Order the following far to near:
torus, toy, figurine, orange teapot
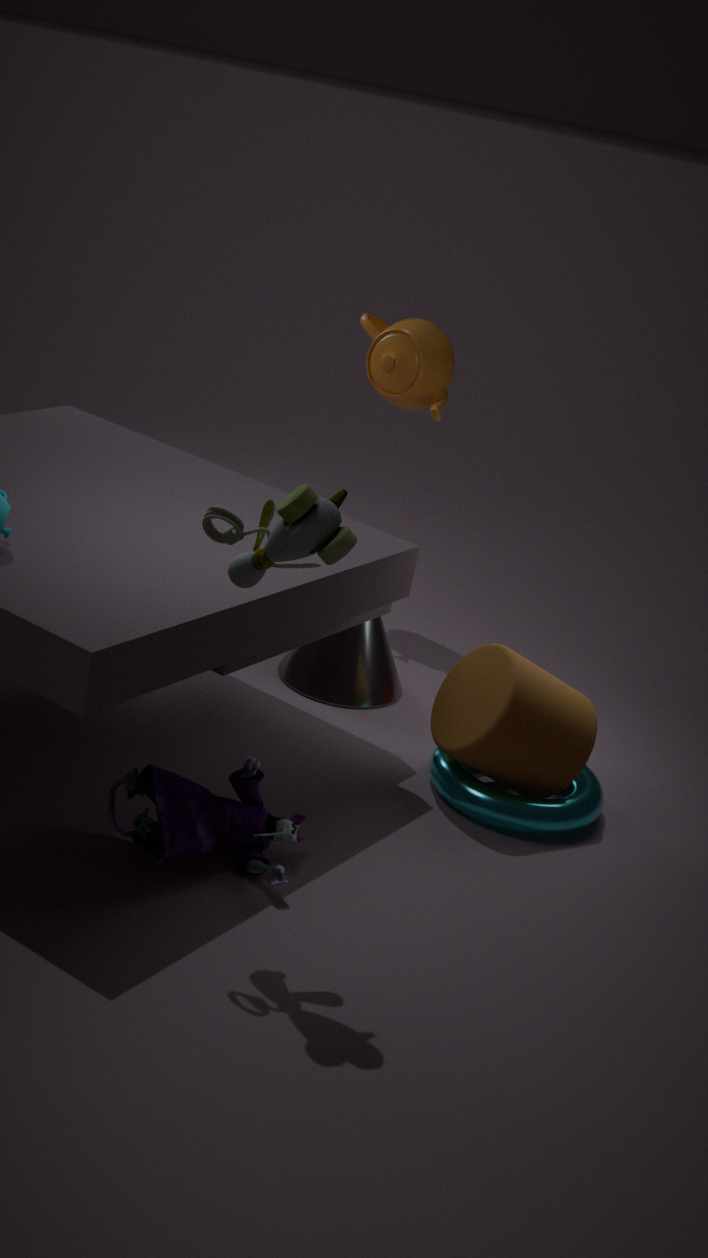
orange teapot, torus, figurine, toy
